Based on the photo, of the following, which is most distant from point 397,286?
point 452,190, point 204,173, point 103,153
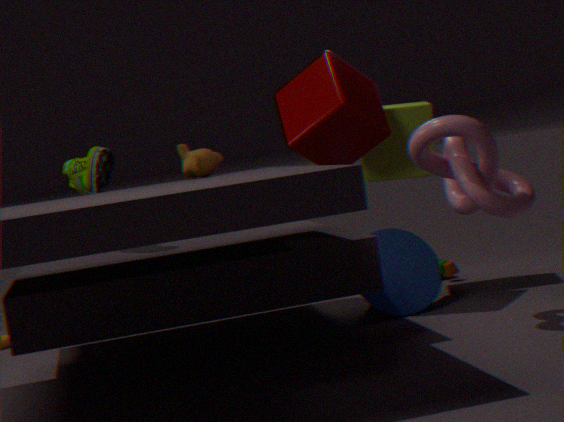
point 103,153
